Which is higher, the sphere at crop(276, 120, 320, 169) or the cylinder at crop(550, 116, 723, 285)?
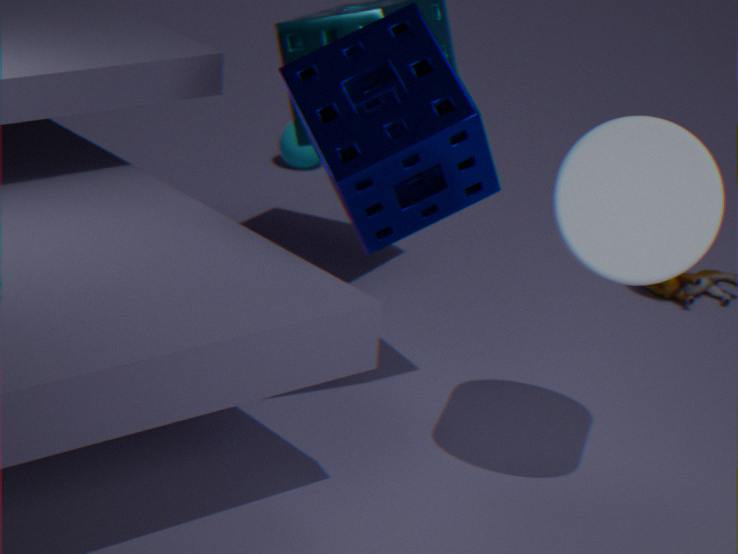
the cylinder at crop(550, 116, 723, 285)
